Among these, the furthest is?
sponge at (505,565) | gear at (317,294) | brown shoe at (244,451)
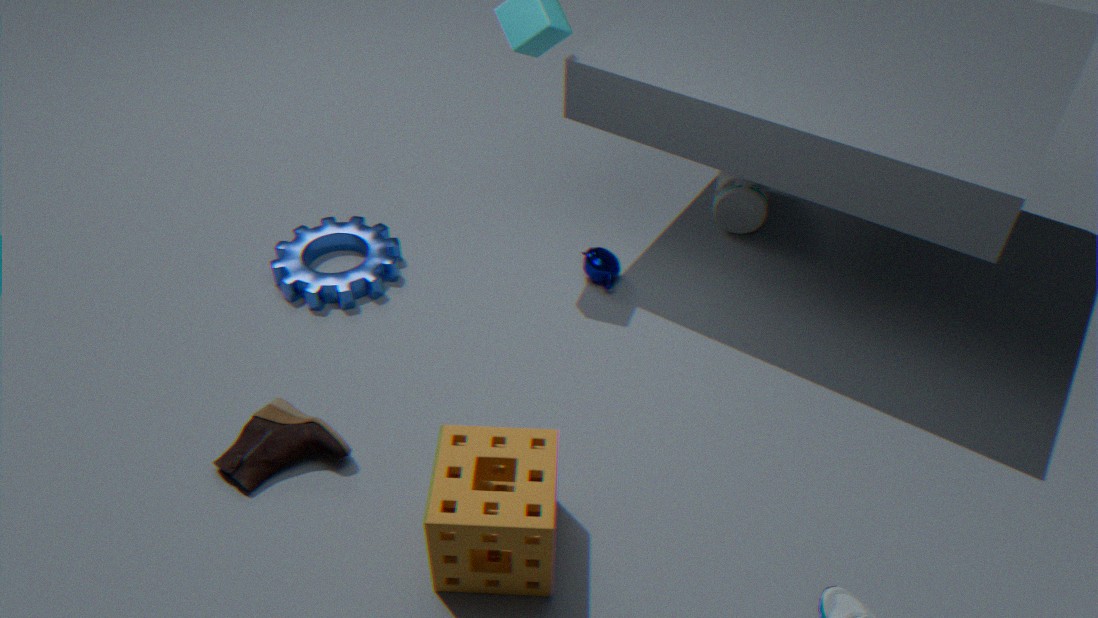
gear at (317,294)
